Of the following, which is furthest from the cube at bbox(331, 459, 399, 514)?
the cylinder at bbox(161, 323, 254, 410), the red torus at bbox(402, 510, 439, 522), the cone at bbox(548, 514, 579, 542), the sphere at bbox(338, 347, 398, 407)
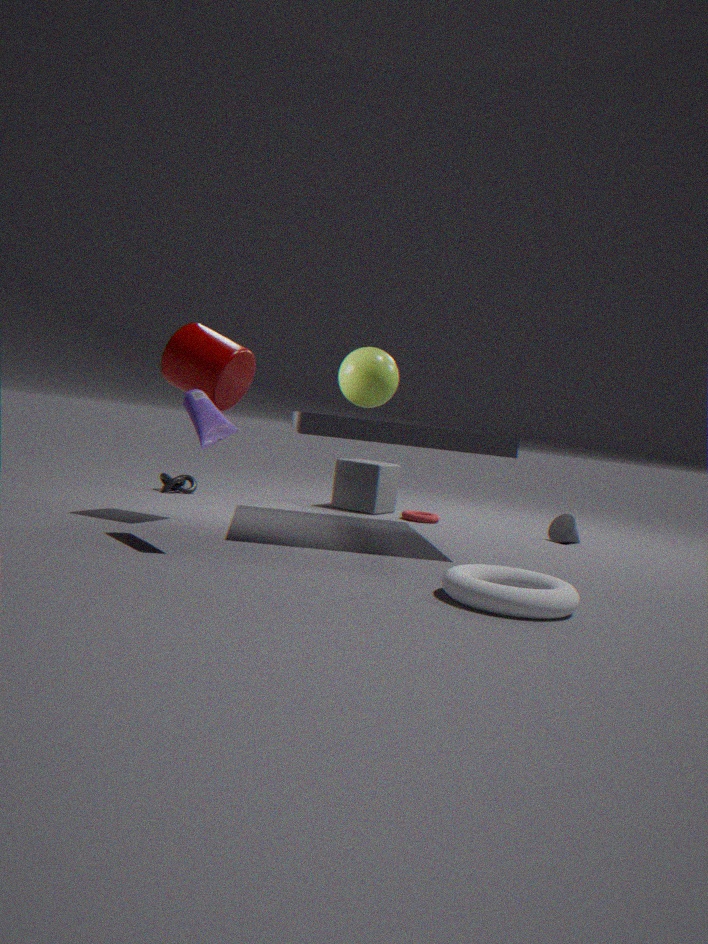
the cylinder at bbox(161, 323, 254, 410)
